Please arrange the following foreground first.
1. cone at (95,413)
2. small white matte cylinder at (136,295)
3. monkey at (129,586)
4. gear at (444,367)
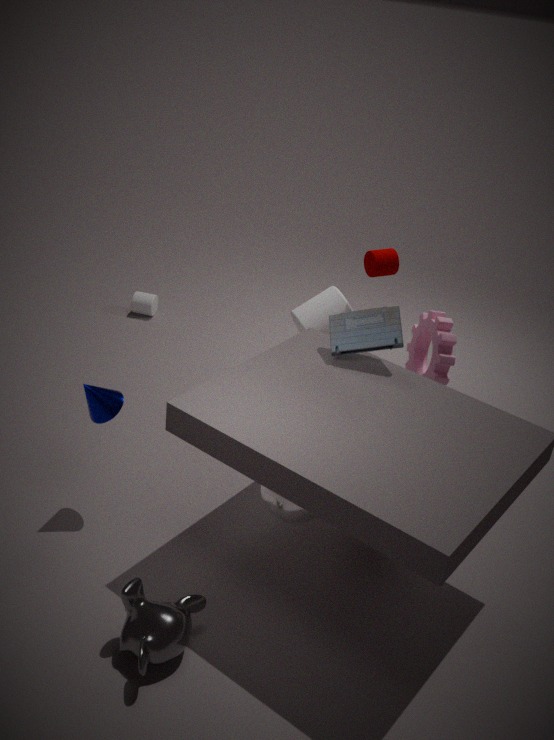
1. monkey at (129,586)
2. cone at (95,413)
3. gear at (444,367)
4. small white matte cylinder at (136,295)
